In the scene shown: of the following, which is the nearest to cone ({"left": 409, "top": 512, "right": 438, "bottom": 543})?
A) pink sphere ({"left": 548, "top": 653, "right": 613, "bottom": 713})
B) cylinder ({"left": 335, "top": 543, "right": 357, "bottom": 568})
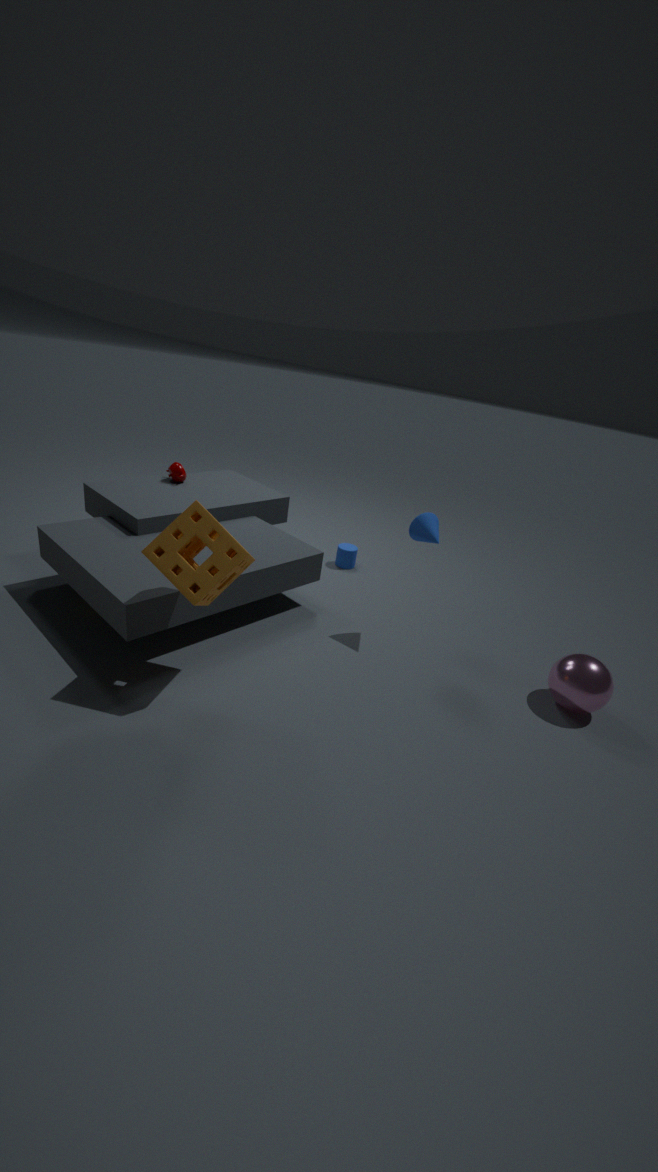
pink sphere ({"left": 548, "top": 653, "right": 613, "bottom": 713})
